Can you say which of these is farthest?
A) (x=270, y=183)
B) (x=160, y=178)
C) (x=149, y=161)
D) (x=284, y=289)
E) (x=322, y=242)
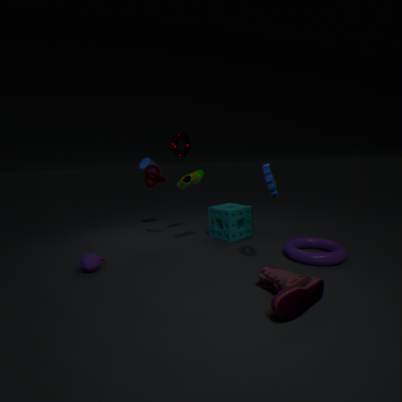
(x=149, y=161)
